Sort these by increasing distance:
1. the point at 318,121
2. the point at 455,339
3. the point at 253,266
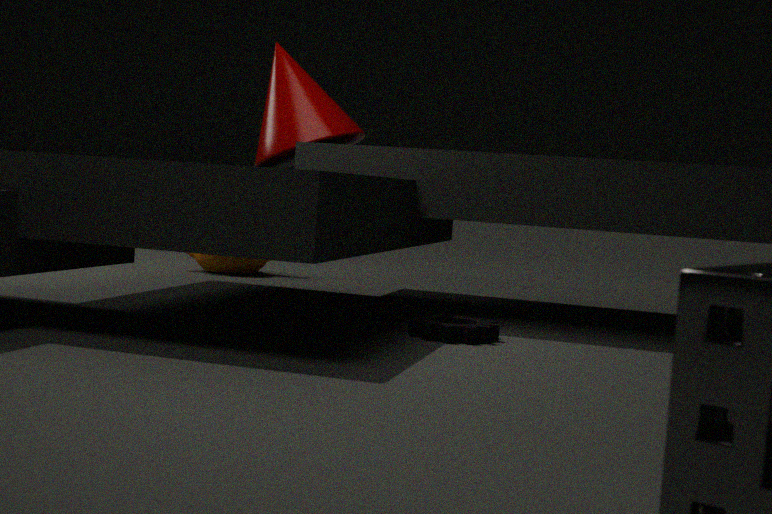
the point at 455,339 → the point at 318,121 → the point at 253,266
